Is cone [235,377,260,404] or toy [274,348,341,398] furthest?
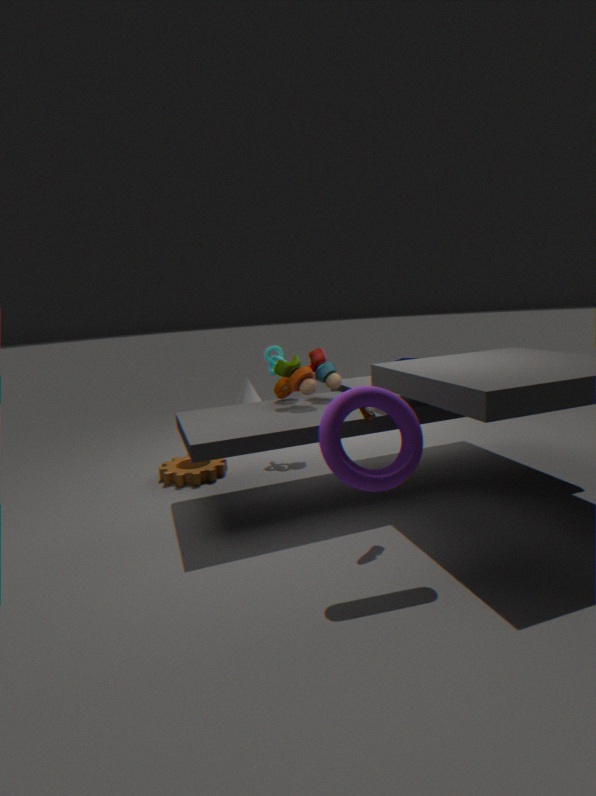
cone [235,377,260,404]
